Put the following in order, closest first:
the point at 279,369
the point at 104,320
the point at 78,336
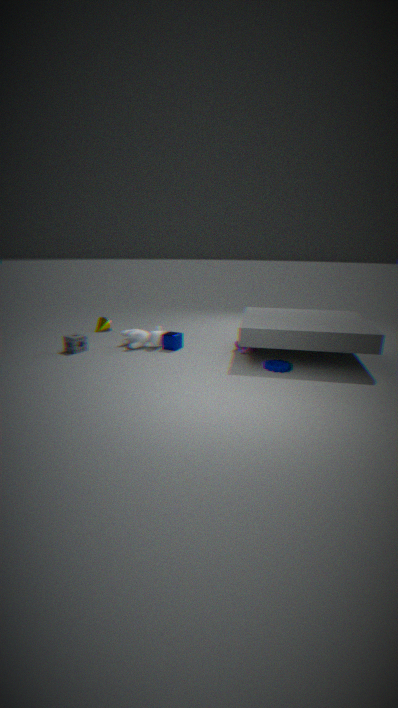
the point at 279,369 < the point at 78,336 < the point at 104,320
